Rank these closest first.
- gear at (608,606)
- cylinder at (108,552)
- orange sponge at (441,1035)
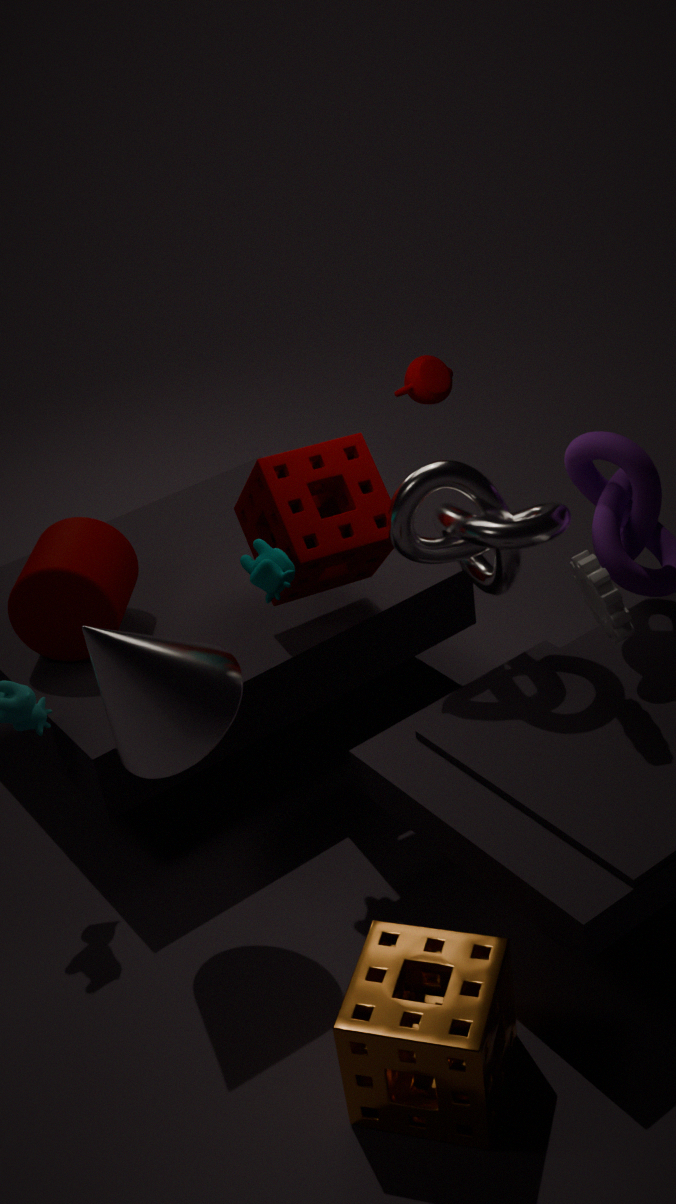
orange sponge at (441,1035), gear at (608,606), cylinder at (108,552)
